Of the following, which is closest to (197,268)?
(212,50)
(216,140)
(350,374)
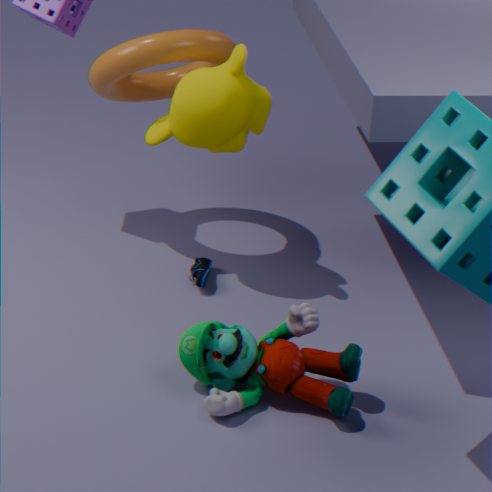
(216,140)
